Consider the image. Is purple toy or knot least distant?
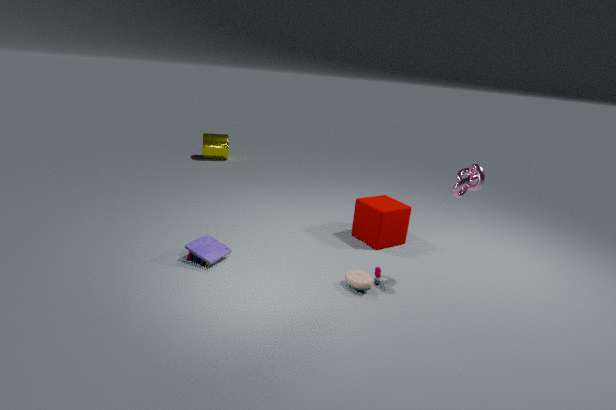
knot
